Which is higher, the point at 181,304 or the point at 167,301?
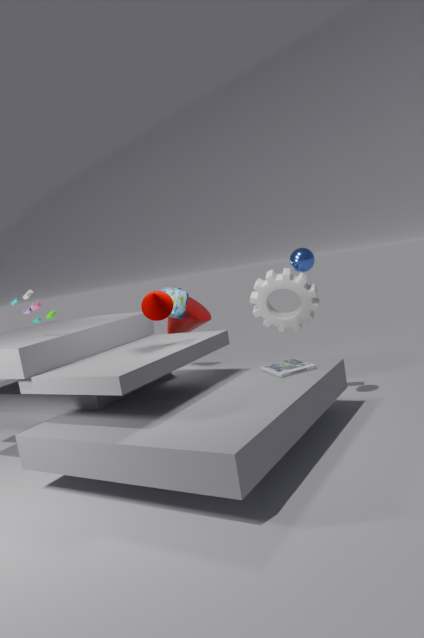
the point at 167,301
